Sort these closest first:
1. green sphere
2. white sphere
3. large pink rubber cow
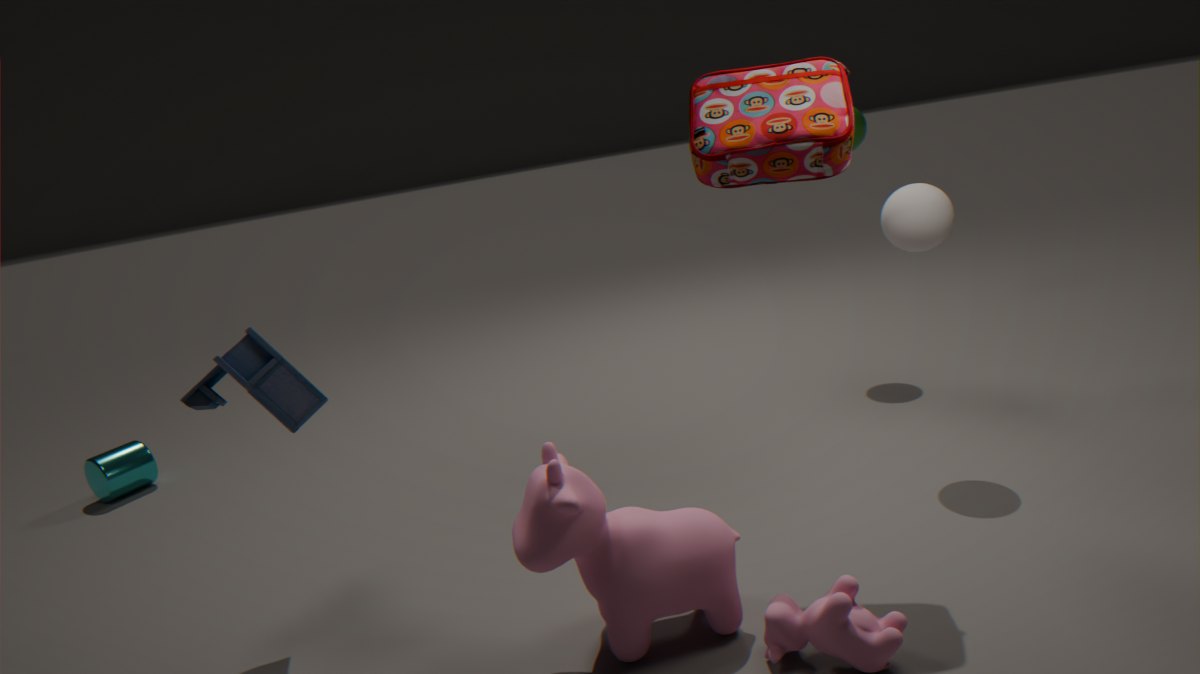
large pink rubber cow
white sphere
green sphere
